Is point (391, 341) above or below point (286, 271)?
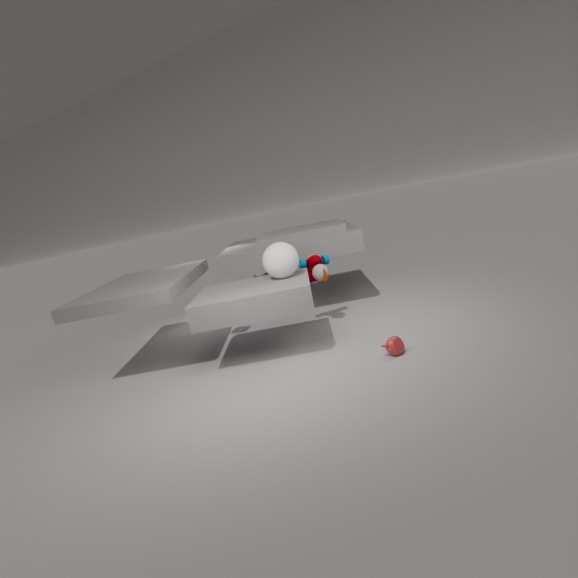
below
